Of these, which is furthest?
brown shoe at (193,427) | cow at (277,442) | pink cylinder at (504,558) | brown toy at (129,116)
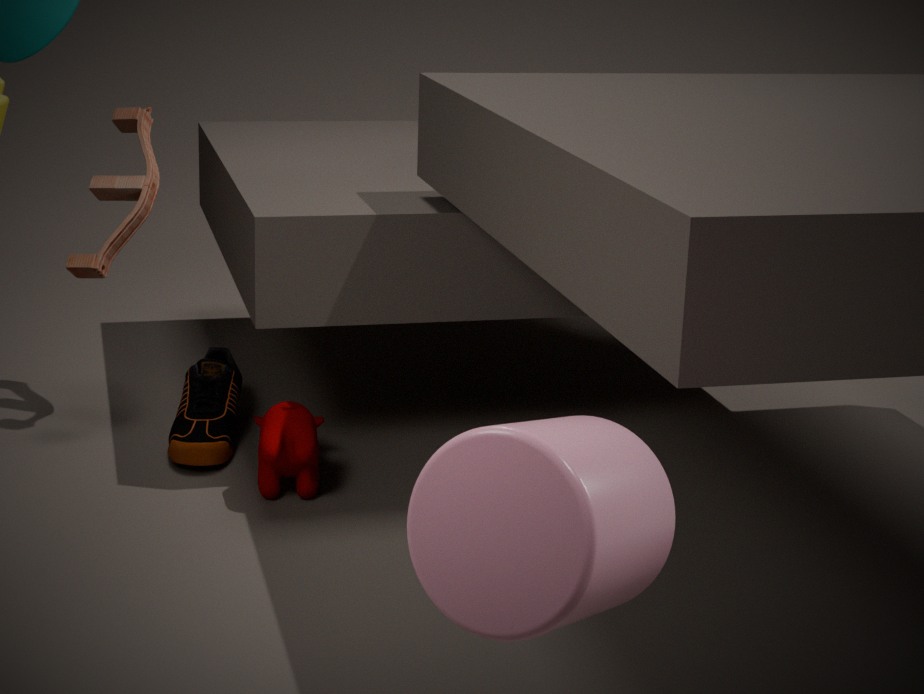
brown toy at (129,116)
